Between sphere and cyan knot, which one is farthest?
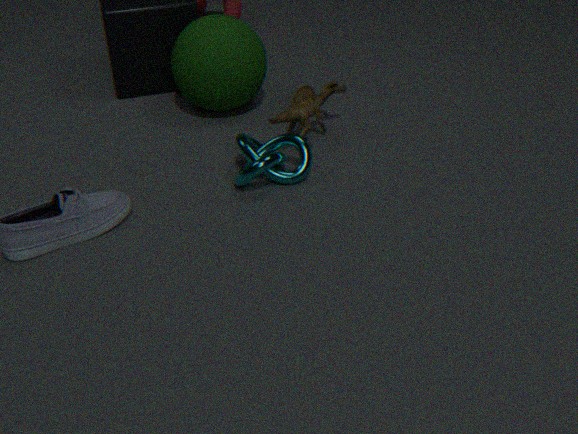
sphere
